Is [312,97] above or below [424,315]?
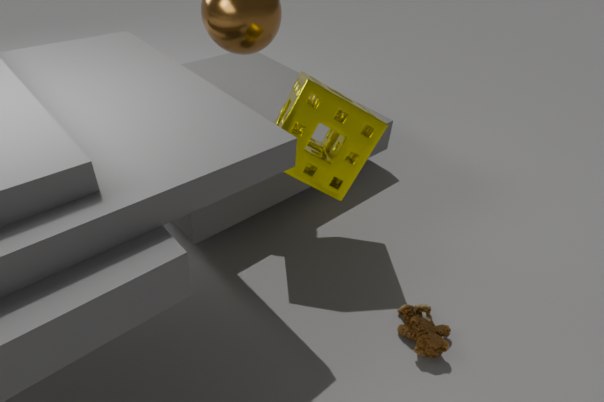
above
